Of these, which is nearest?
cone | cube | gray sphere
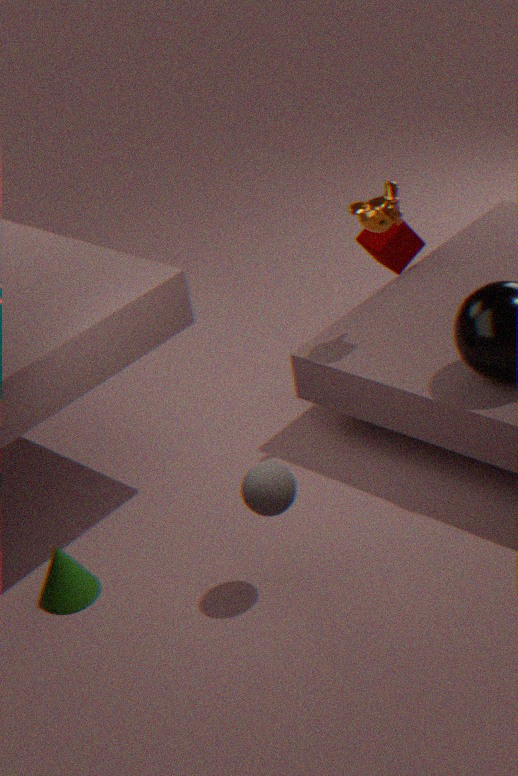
gray sphere
